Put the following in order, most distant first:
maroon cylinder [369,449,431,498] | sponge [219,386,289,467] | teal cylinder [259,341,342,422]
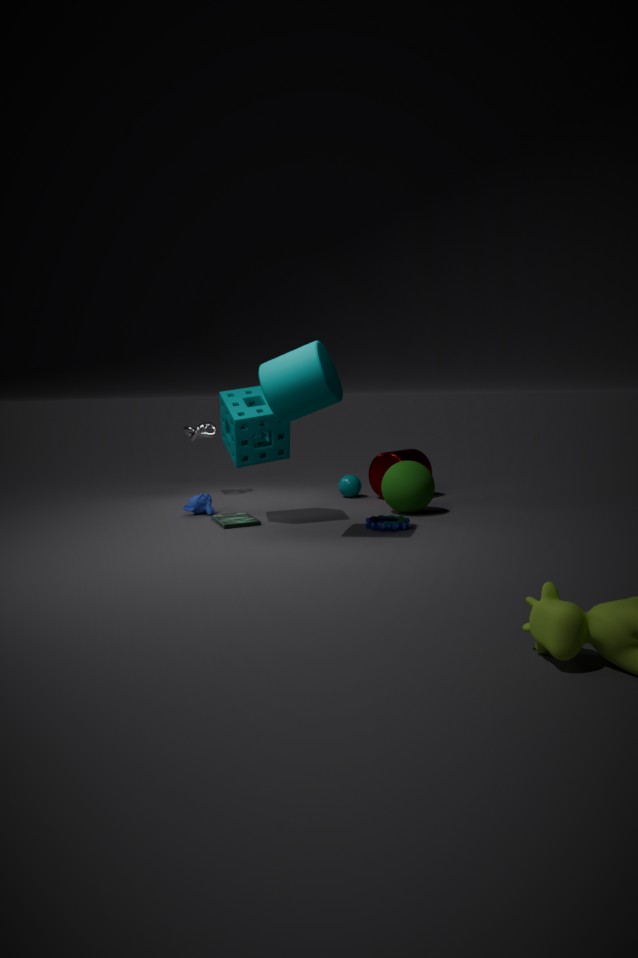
maroon cylinder [369,449,431,498], sponge [219,386,289,467], teal cylinder [259,341,342,422]
